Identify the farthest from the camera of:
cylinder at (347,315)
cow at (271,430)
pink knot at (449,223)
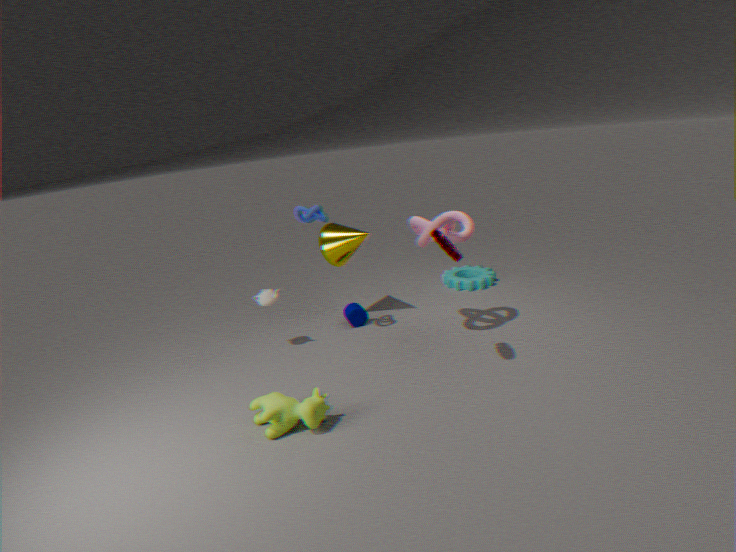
cylinder at (347,315)
